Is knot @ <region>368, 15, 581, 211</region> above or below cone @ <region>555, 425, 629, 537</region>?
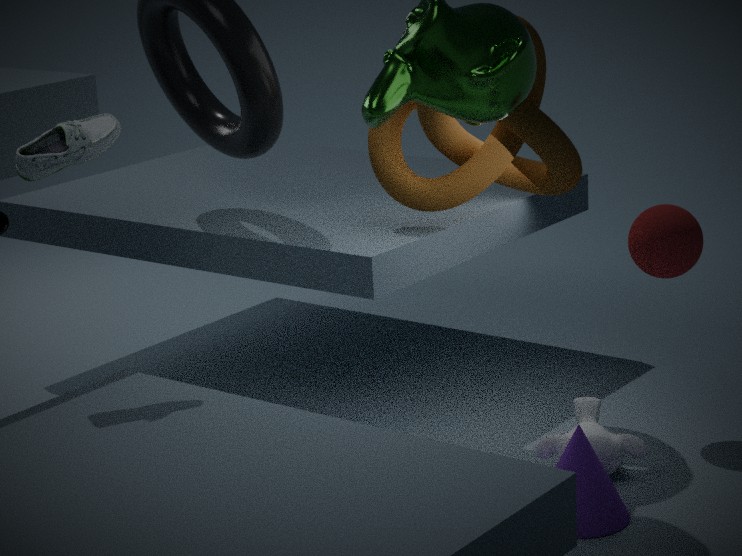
above
